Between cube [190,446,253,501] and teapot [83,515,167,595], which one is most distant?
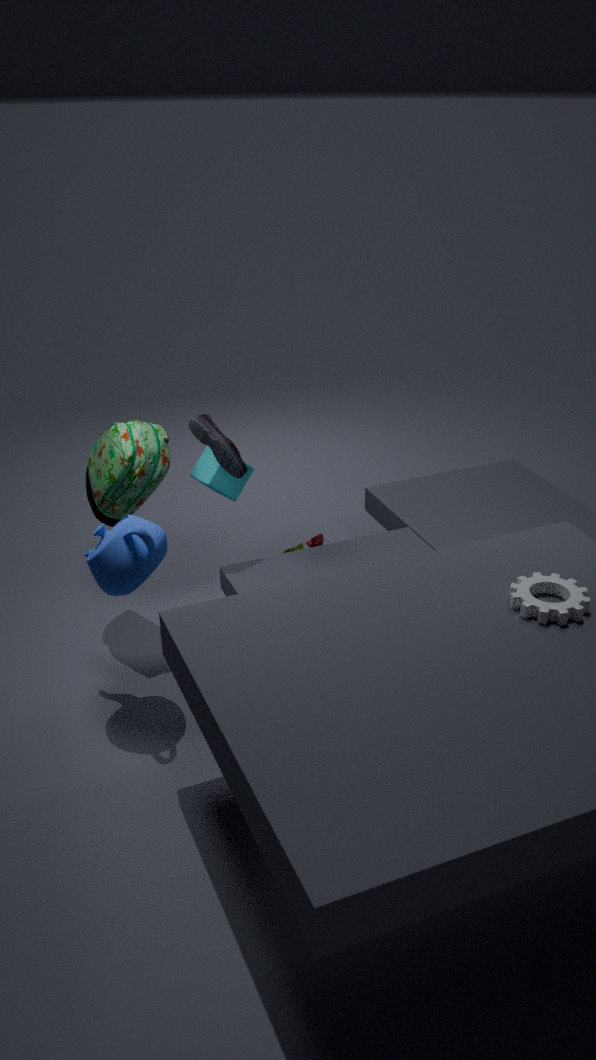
cube [190,446,253,501]
